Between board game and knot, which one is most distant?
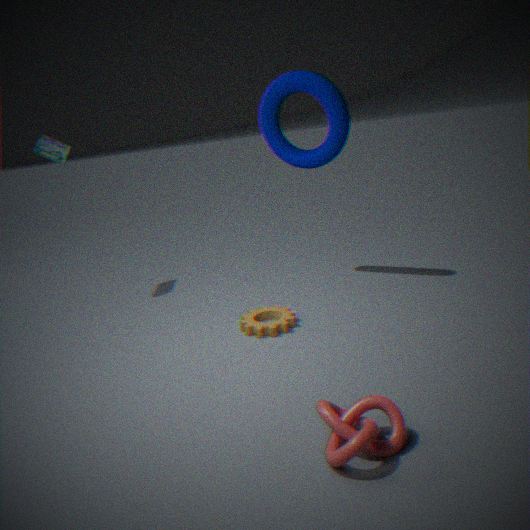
board game
